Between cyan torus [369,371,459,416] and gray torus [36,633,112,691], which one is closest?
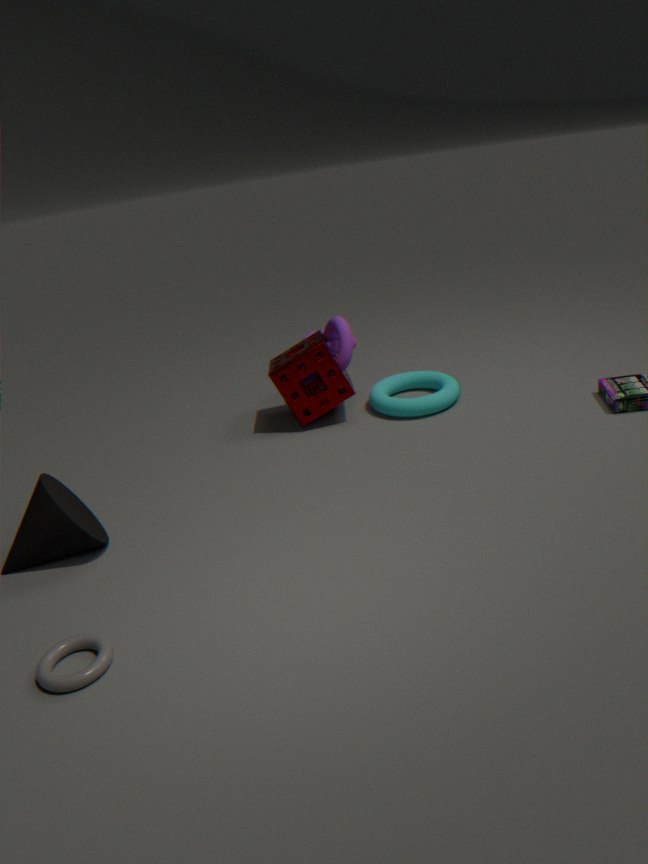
gray torus [36,633,112,691]
